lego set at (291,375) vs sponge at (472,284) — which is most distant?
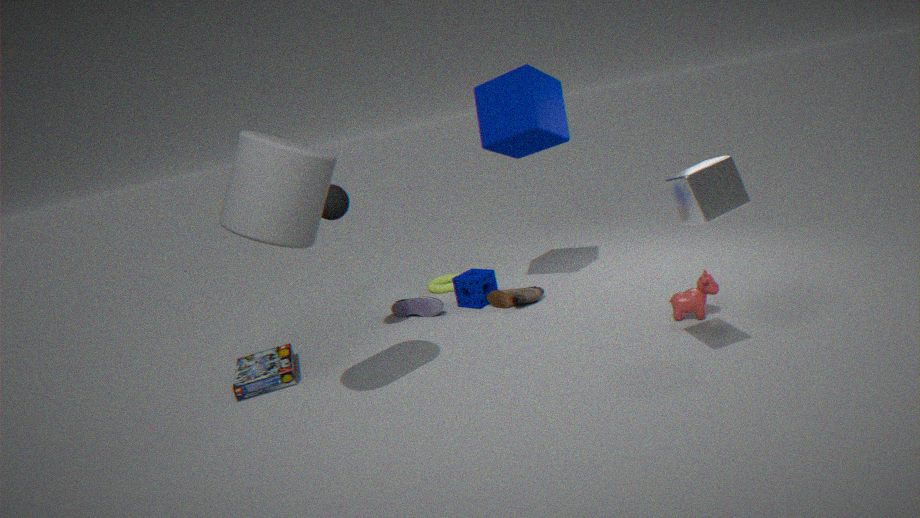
sponge at (472,284)
